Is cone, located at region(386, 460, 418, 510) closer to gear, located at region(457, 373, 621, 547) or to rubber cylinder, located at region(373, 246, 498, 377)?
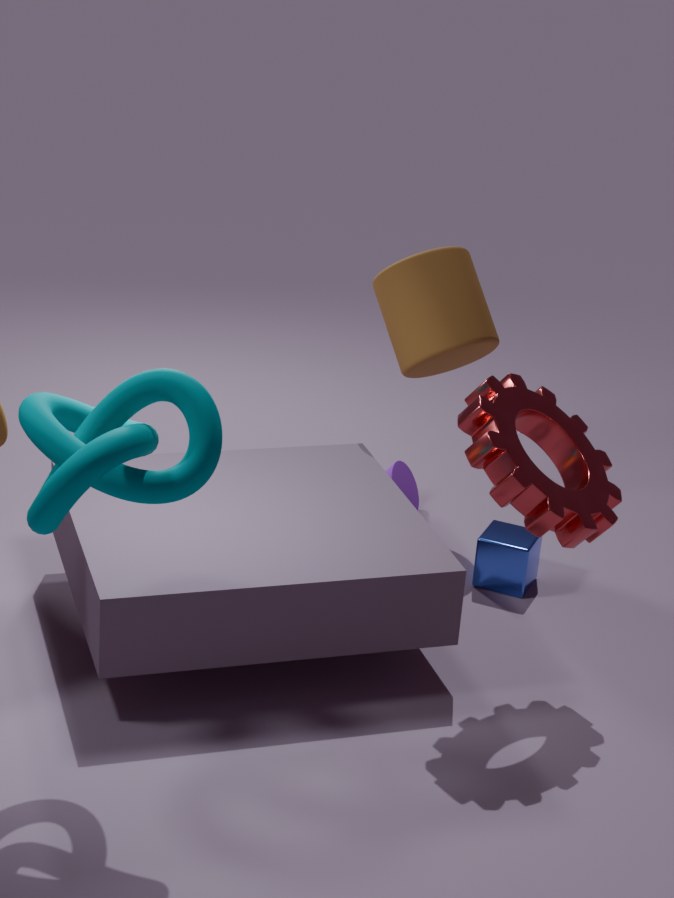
rubber cylinder, located at region(373, 246, 498, 377)
